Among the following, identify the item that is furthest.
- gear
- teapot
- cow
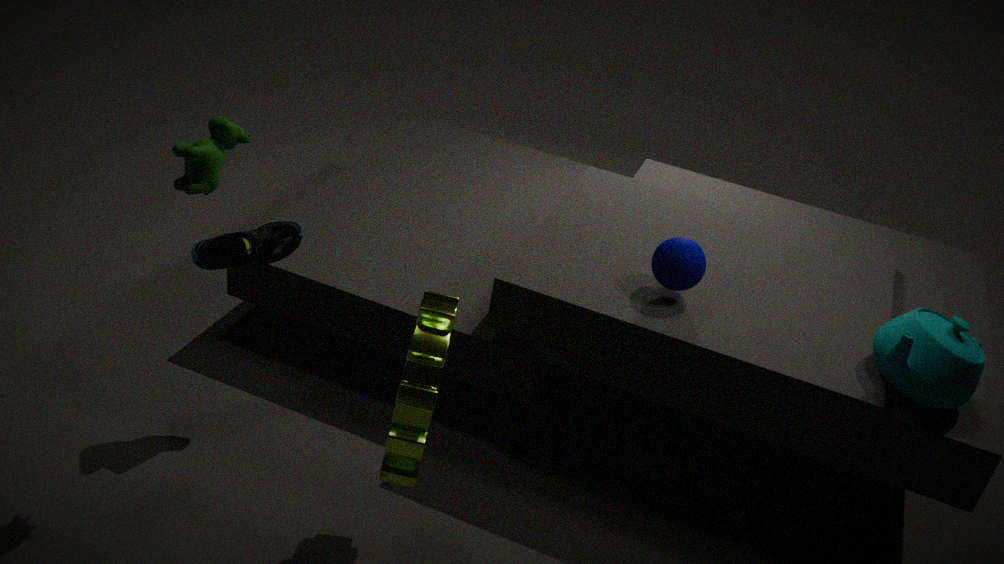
teapot
